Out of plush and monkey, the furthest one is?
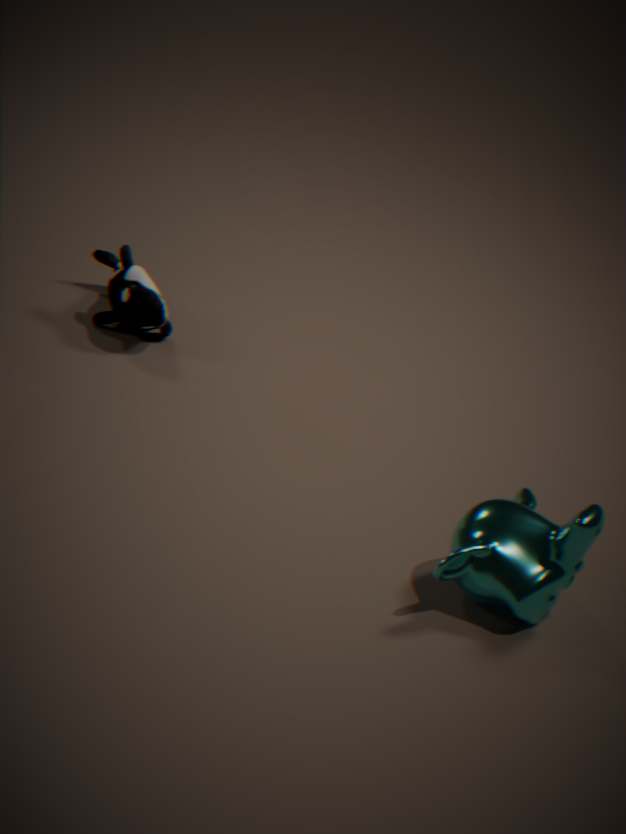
plush
